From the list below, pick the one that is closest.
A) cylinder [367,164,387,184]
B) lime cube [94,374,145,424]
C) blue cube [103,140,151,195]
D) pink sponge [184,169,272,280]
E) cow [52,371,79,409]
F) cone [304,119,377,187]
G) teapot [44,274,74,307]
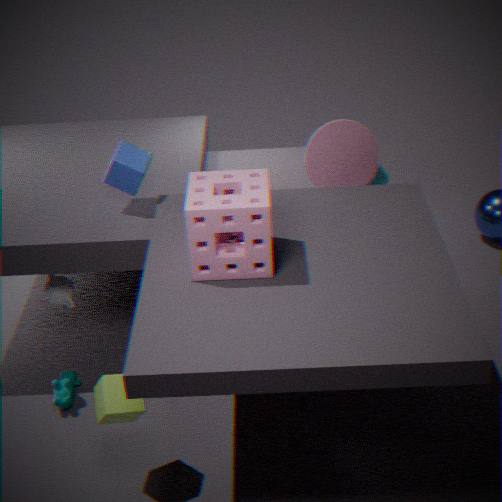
pink sponge [184,169,272,280]
